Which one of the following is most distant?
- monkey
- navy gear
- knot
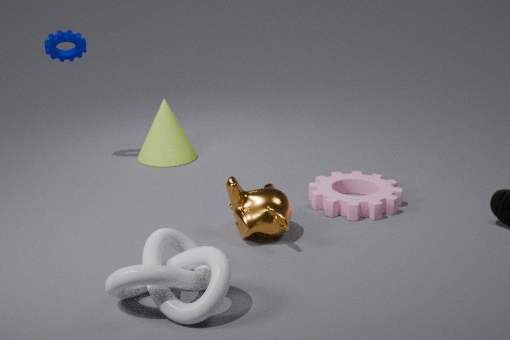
navy gear
